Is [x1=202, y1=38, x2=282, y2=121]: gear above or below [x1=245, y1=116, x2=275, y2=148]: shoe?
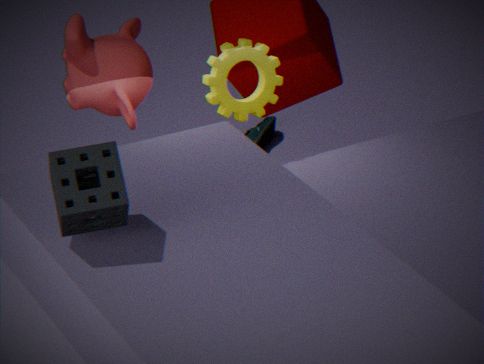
above
